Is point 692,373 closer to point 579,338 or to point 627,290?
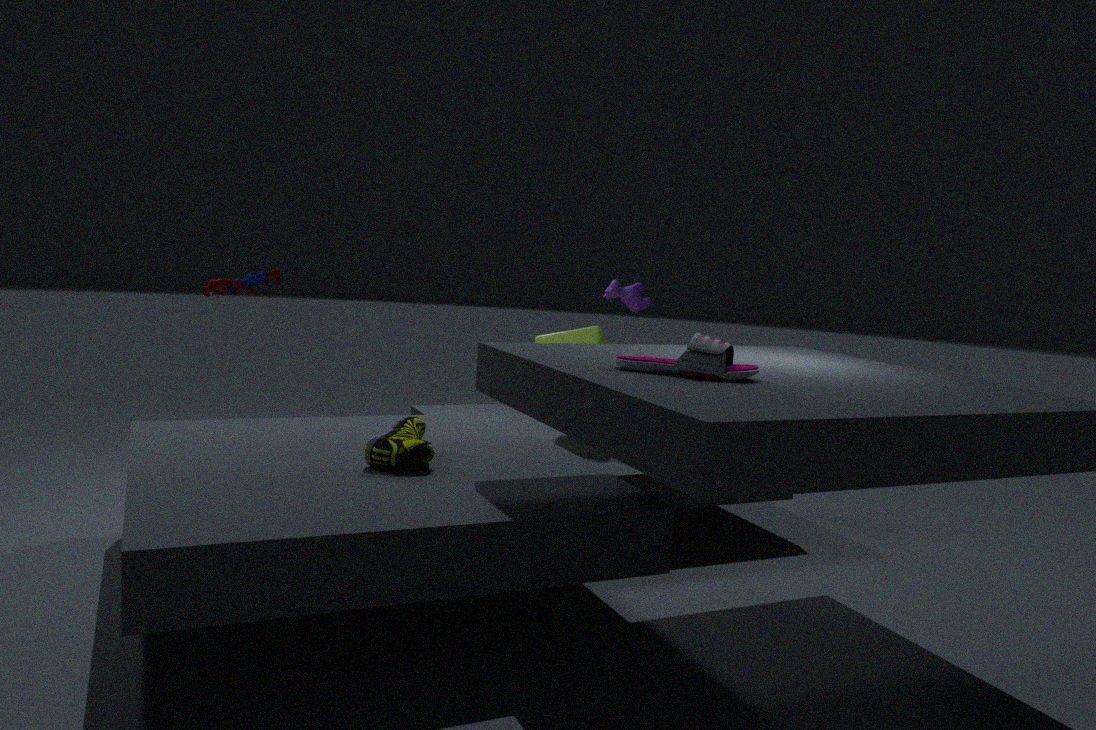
point 579,338
